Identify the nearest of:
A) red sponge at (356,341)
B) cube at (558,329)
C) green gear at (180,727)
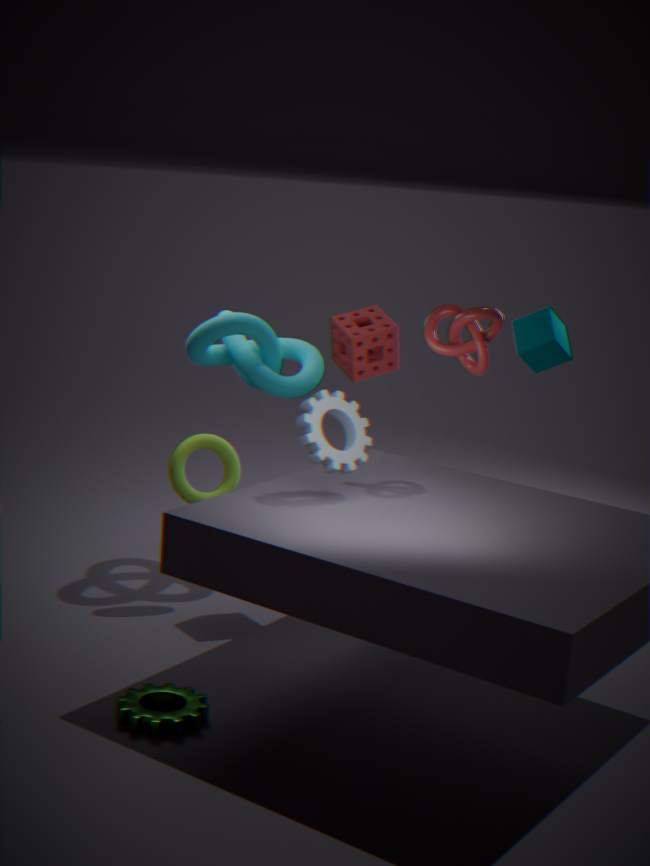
green gear at (180,727)
